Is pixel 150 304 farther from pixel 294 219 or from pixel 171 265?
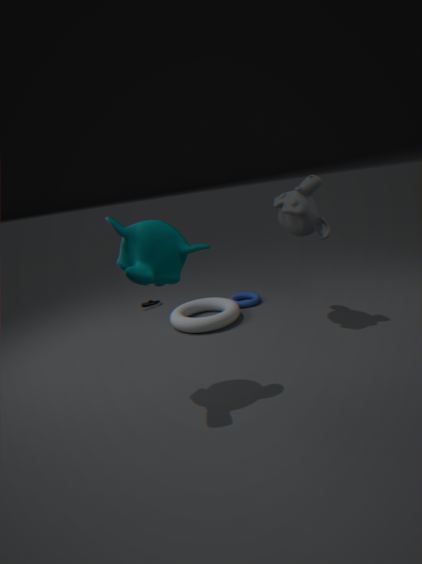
pixel 171 265
